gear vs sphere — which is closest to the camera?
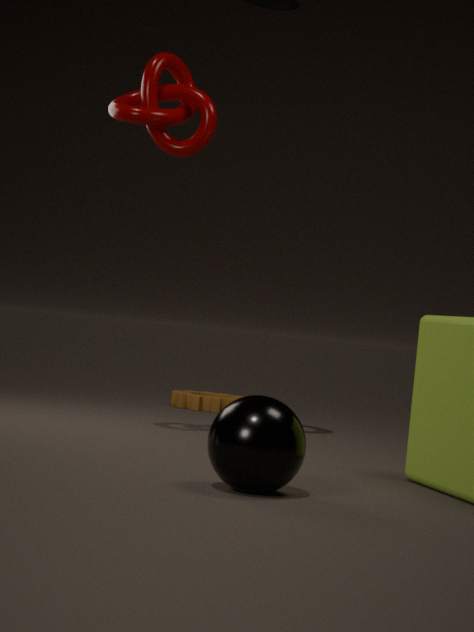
sphere
